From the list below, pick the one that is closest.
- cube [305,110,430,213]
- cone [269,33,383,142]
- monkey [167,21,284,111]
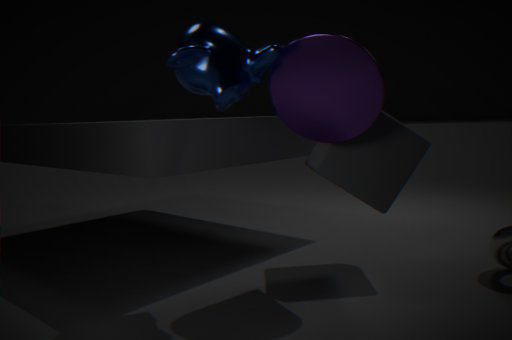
monkey [167,21,284,111]
